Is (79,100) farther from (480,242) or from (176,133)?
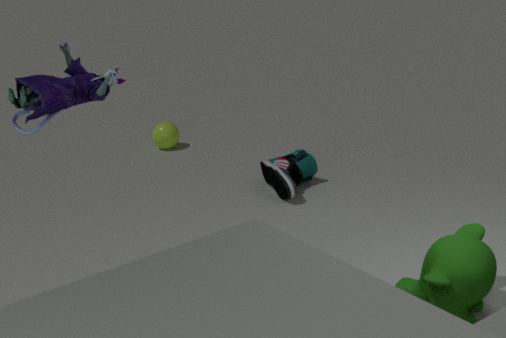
(176,133)
